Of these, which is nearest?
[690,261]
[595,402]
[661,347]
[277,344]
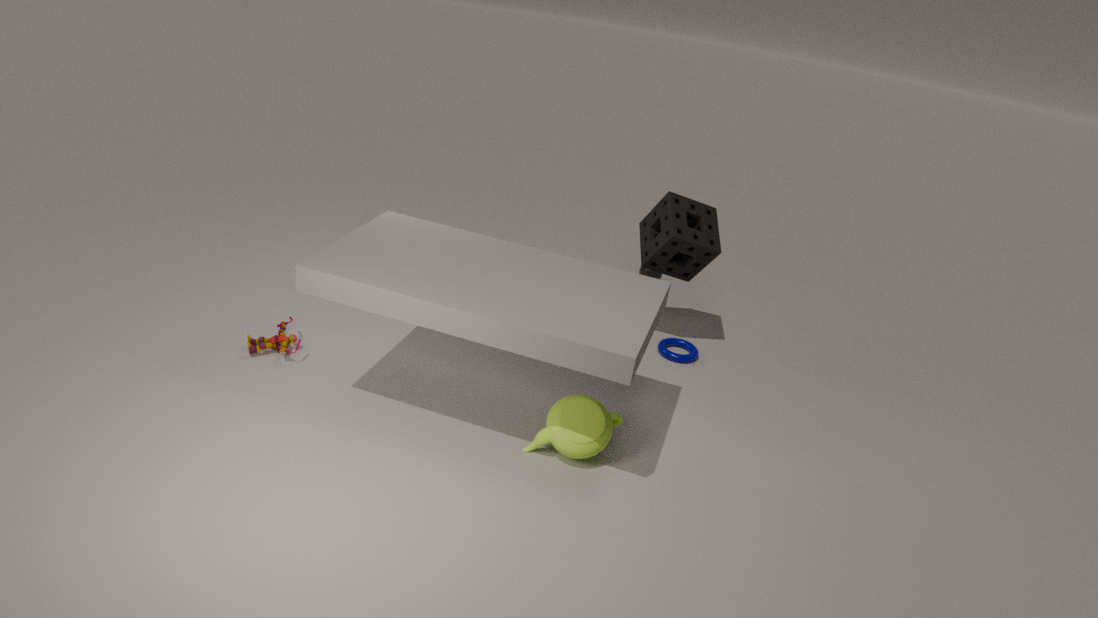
[595,402]
